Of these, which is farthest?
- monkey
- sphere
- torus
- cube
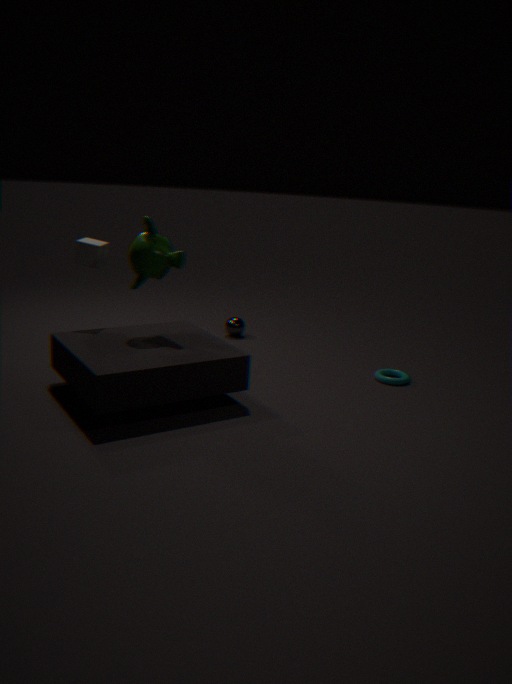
sphere
